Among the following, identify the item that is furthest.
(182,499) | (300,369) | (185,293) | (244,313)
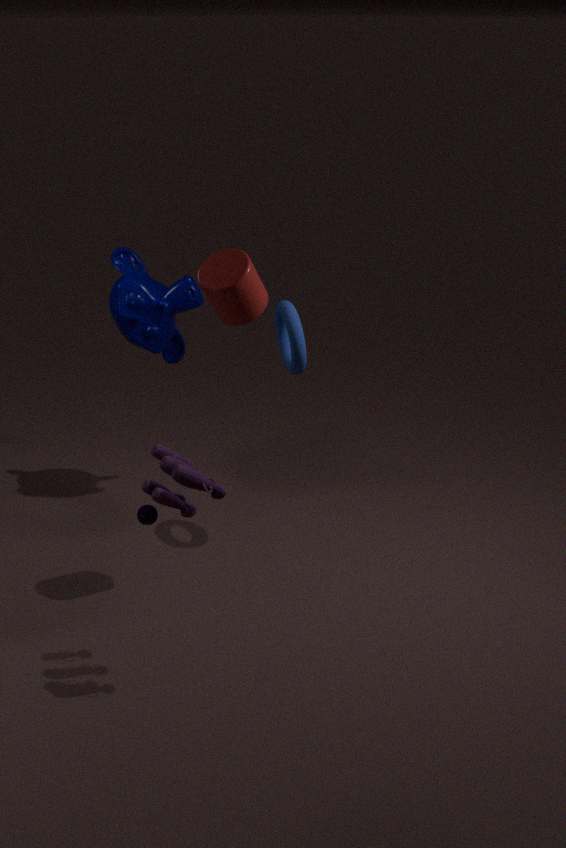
(185,293)
